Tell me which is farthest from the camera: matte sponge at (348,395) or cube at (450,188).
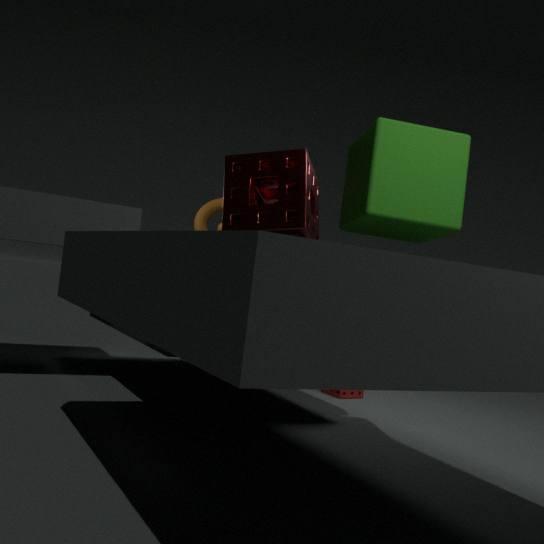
matte sponge at (348,395)
